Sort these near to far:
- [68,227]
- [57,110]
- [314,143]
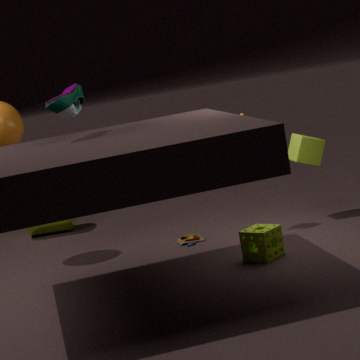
[57,110] → [314,143] → [68,227]
